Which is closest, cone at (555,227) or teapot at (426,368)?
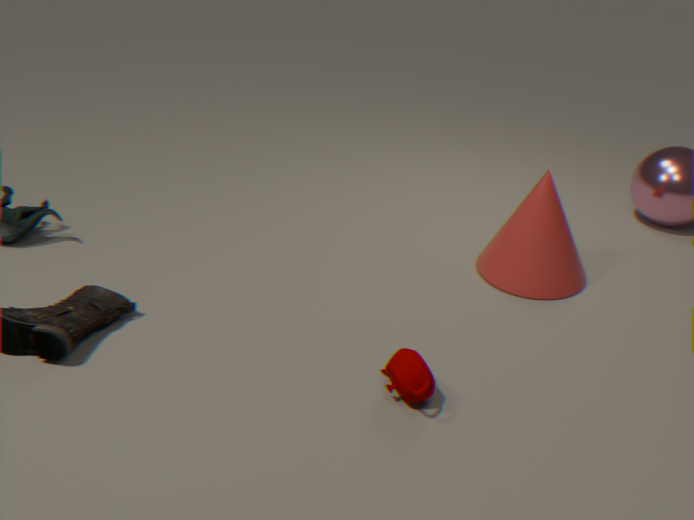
teapot at (426,368)
